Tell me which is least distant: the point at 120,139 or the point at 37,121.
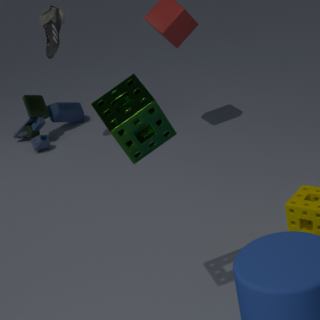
the point at 120,139
